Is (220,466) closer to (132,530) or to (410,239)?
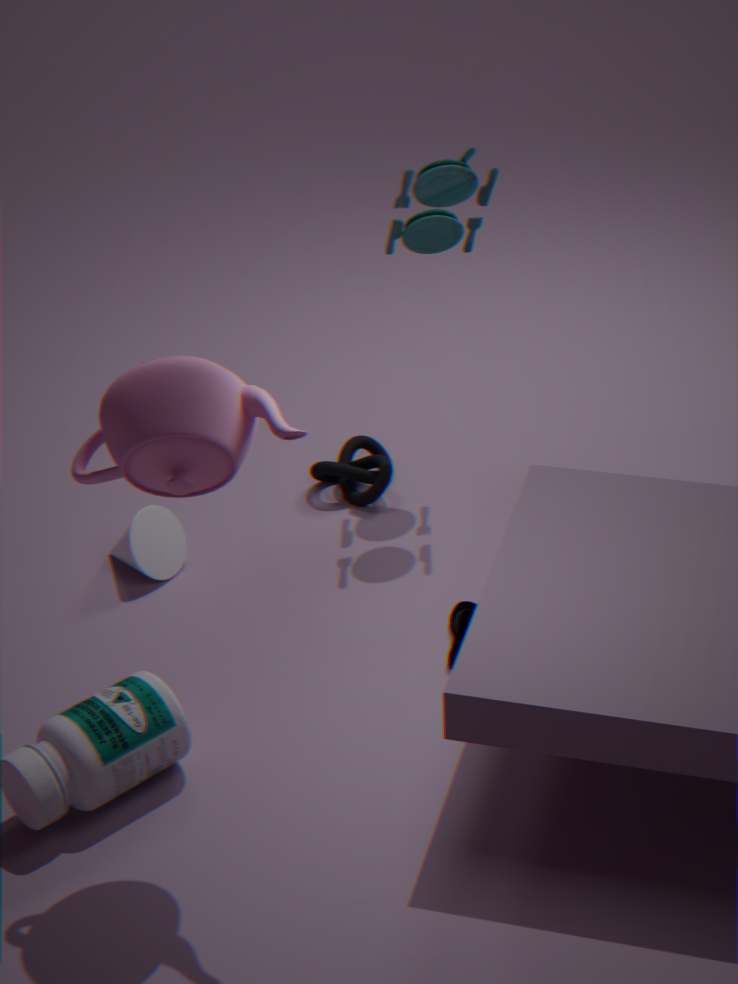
(132,530)
